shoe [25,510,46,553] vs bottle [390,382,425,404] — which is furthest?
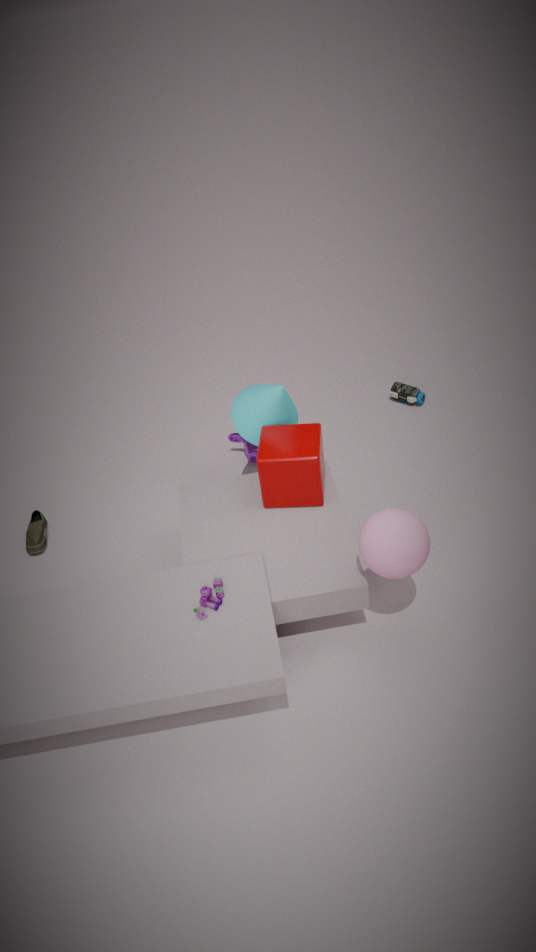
bottle [390,382,425,404]
